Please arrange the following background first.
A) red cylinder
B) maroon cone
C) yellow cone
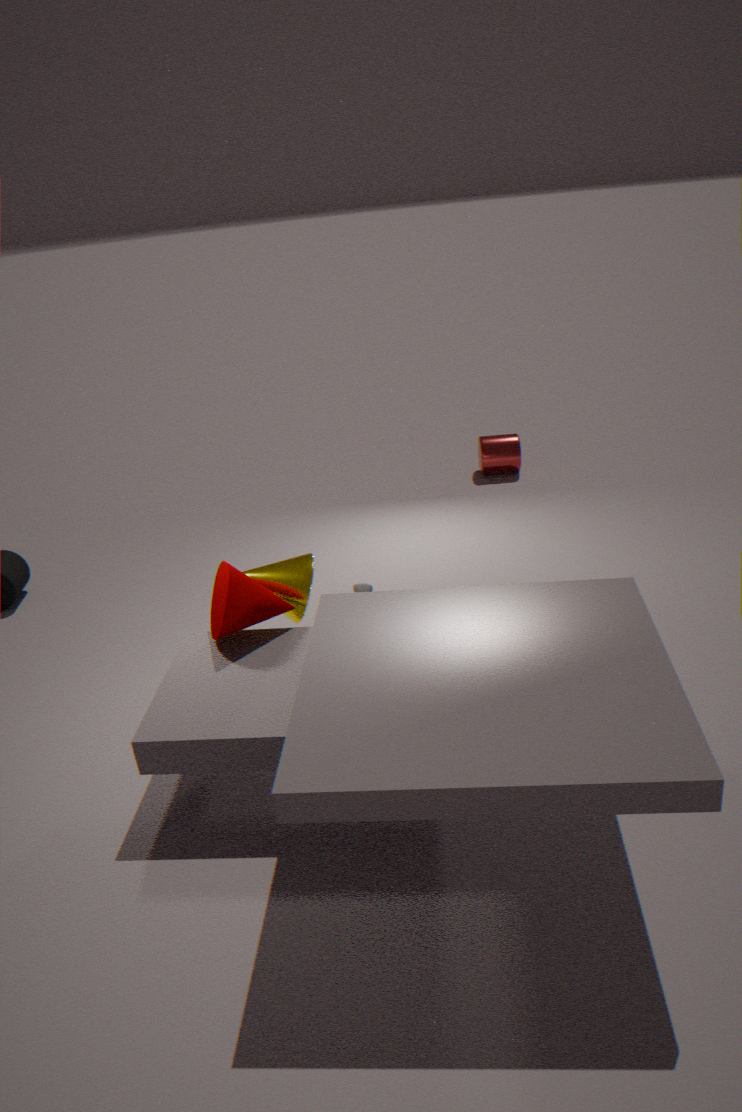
red cylinder, yellow cone, maroon cone
